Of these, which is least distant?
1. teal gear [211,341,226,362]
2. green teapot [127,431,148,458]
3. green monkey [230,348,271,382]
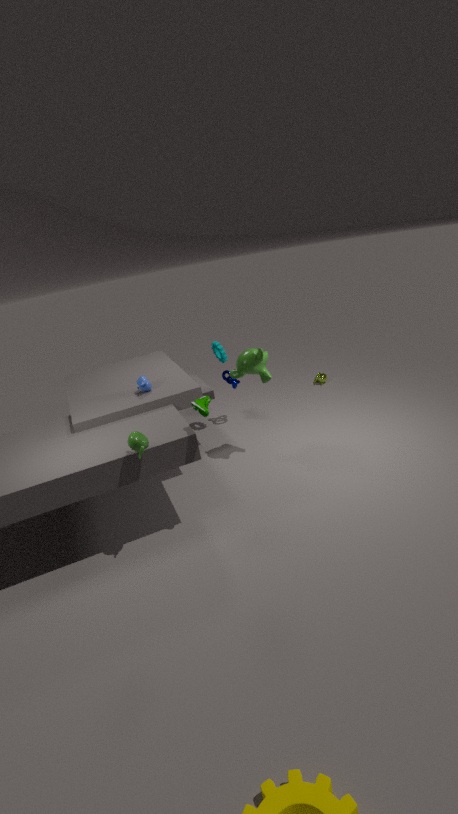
green teapot [127,431,148,458]
